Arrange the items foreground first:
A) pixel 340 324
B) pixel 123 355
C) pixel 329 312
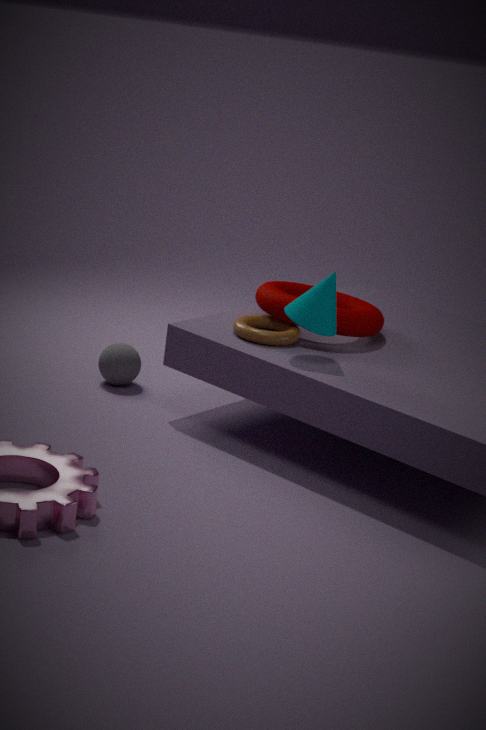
pixel 329 312 < pixel 340 324 < pixel 123 355
